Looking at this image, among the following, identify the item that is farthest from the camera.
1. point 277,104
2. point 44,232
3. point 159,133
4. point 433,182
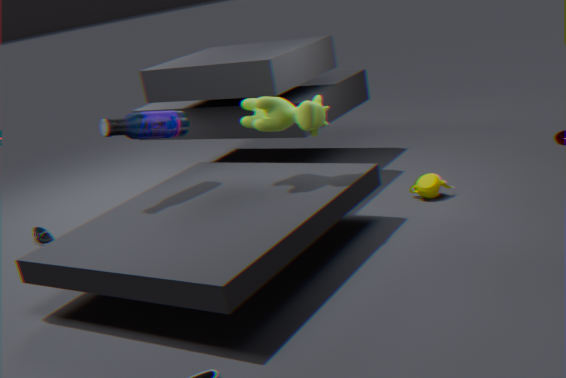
point 44,232
